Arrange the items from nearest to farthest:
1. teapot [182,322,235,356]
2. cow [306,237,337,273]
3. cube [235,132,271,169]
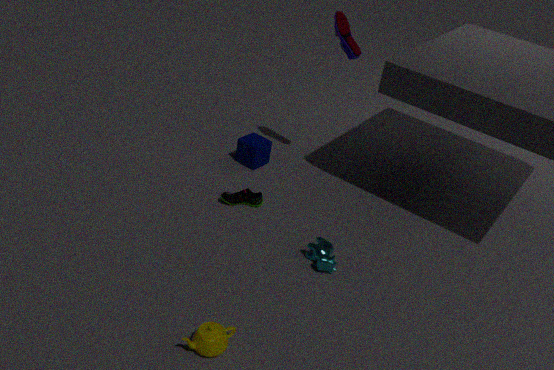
teapot [182,322,235,356]
cow [306,237,337,273]
cube [235,132,271,169]
